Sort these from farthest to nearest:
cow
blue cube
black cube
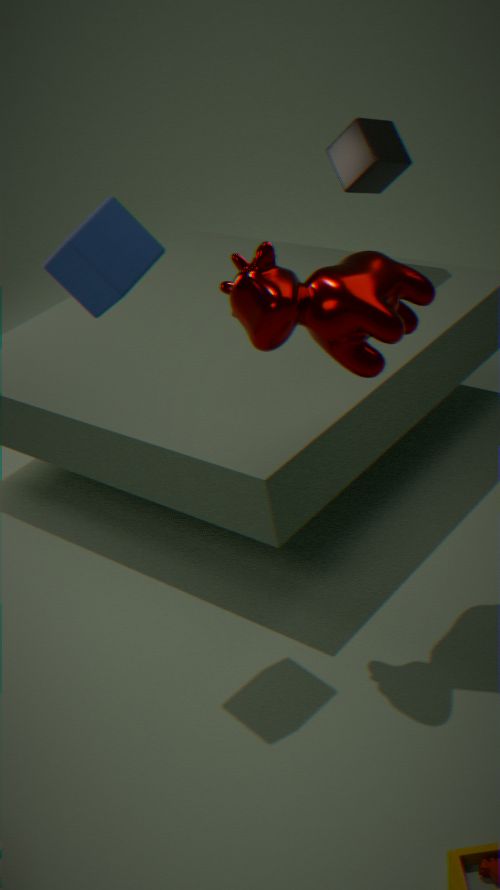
black cube → cow → blue cube
